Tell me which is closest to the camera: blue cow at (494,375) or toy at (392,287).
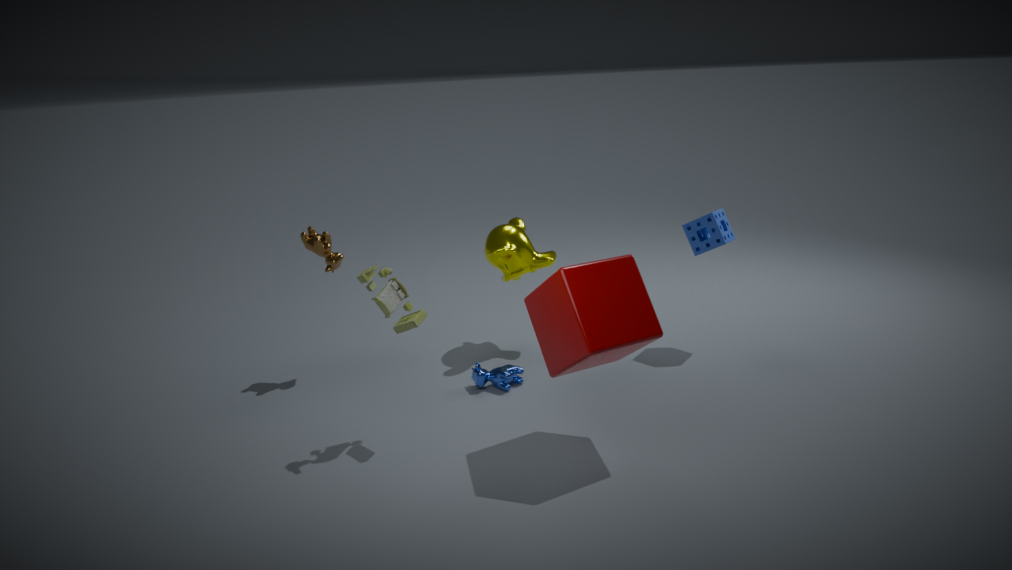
toy at (392,287)
